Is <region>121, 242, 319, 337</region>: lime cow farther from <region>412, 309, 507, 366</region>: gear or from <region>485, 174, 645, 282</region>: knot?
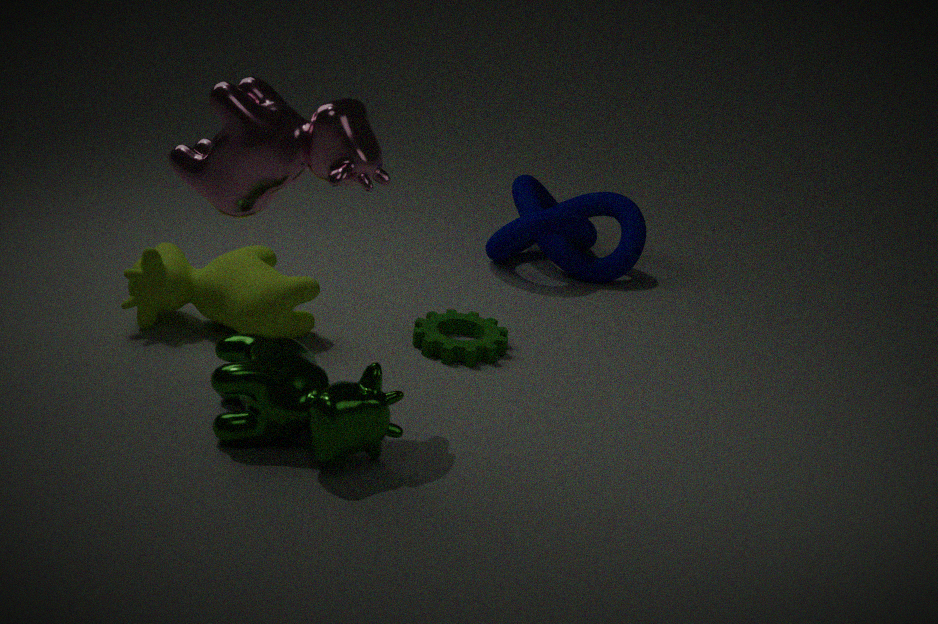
<region>485, 174, 645, 282</region>: knot
